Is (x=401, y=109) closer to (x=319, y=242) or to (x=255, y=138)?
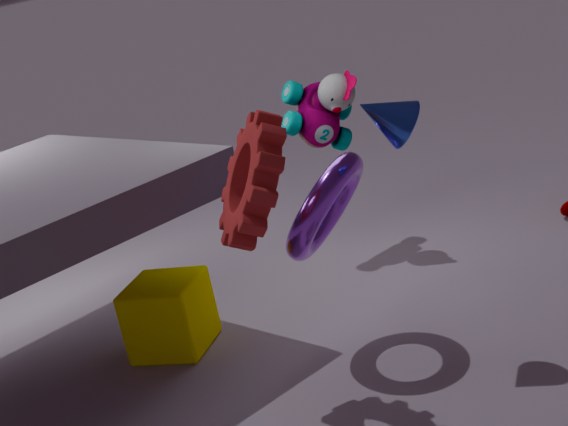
(x=319, y=242)
